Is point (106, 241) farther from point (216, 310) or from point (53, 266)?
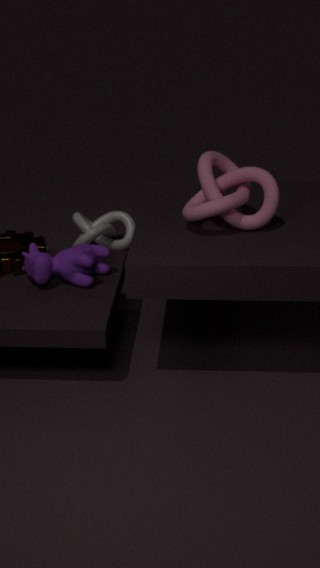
point (216, 310)
